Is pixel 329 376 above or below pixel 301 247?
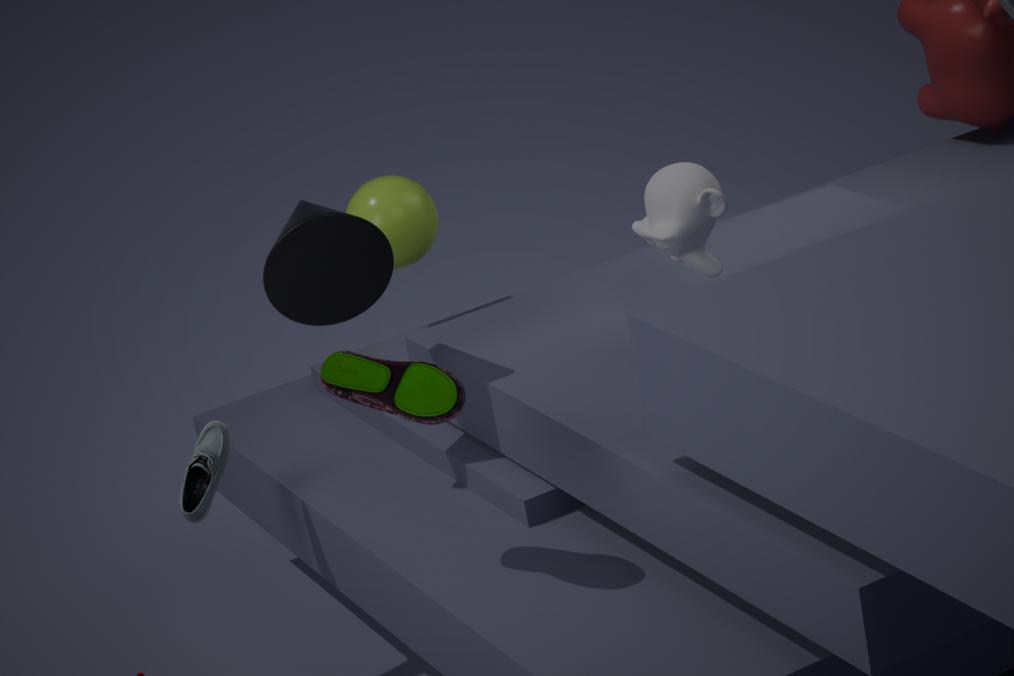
below
